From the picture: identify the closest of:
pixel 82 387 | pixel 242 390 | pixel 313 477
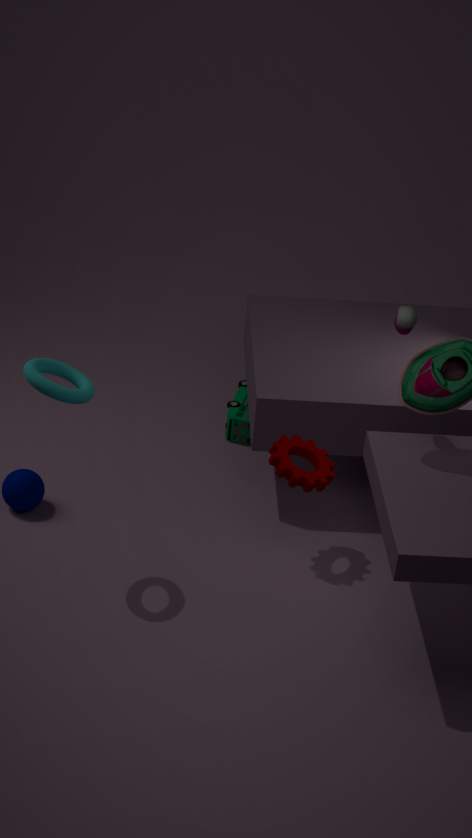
pixel 82 387
